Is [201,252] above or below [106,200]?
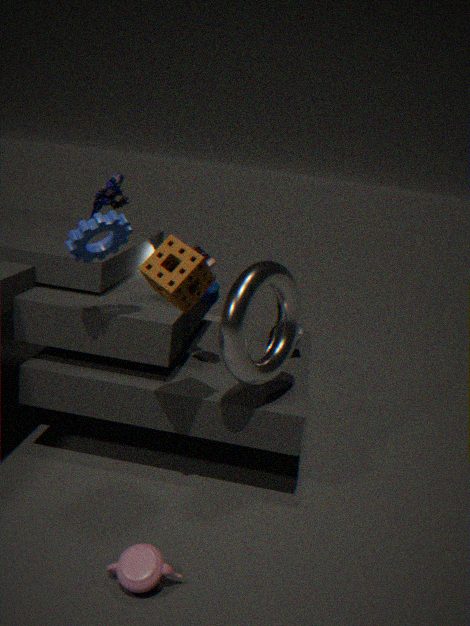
below
